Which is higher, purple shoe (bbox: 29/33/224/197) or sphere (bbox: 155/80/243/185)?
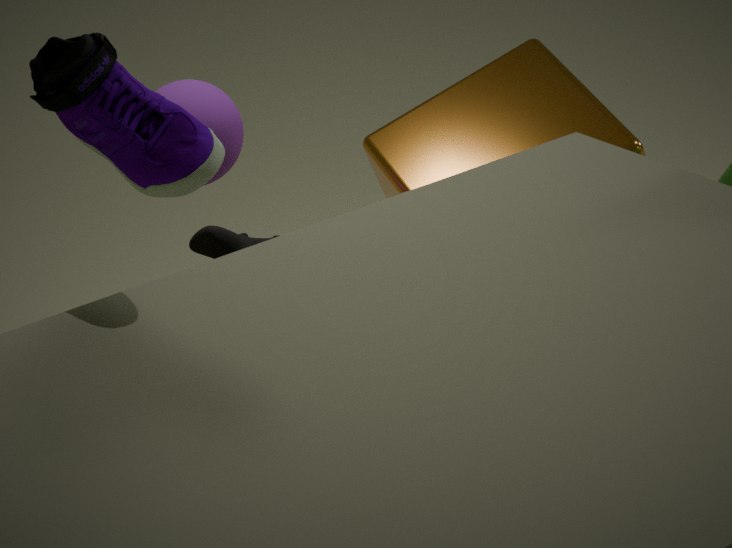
purple shoe (bbox: 29/33/224/197)
